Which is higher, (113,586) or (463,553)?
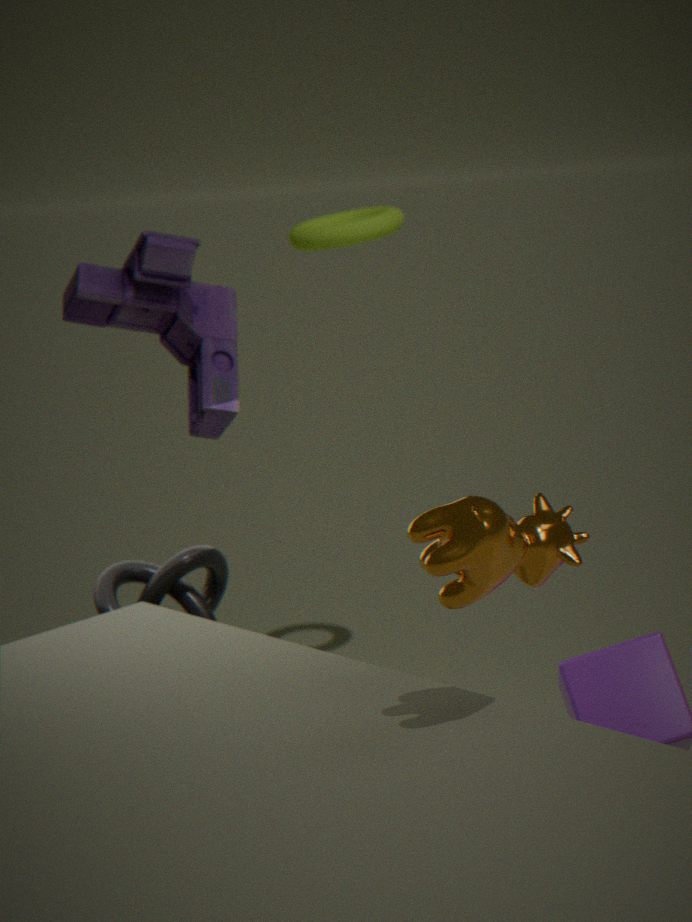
(463,553)
